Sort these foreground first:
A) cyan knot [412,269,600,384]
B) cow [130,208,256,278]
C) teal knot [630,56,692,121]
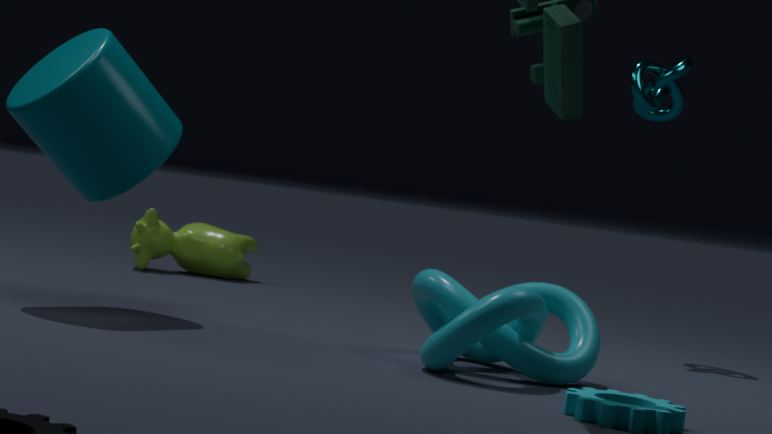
cyan knot [412,269,600,384]
teal knot [630,56,692,121]
cow [130,208,256,278]
